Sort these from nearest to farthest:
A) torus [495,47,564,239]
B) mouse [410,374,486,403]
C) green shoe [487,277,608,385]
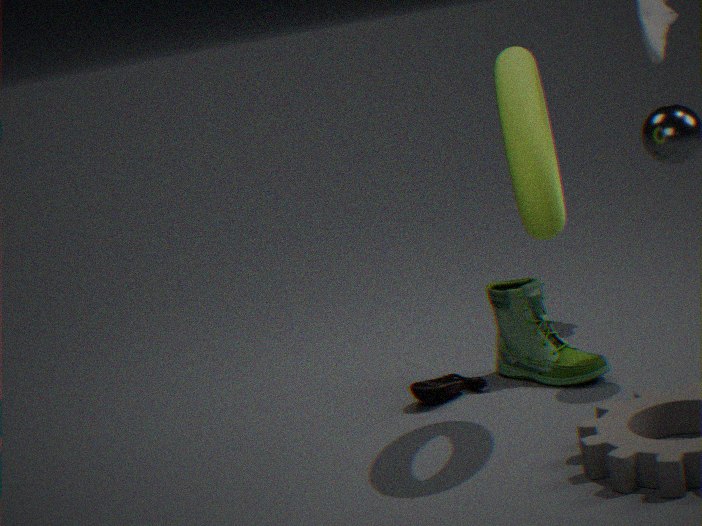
torus [495,47,564,239] → green shoe [487,277,608,385] → mouse [410,374,486,403]
